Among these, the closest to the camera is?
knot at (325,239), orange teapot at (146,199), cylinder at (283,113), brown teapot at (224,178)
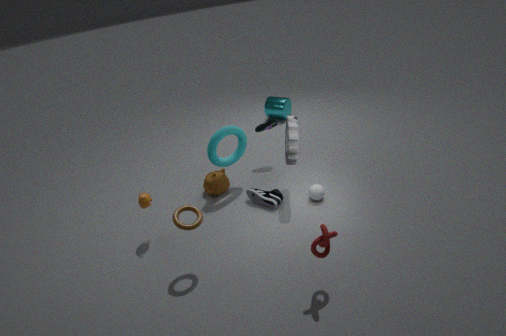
knot at (325,239)
